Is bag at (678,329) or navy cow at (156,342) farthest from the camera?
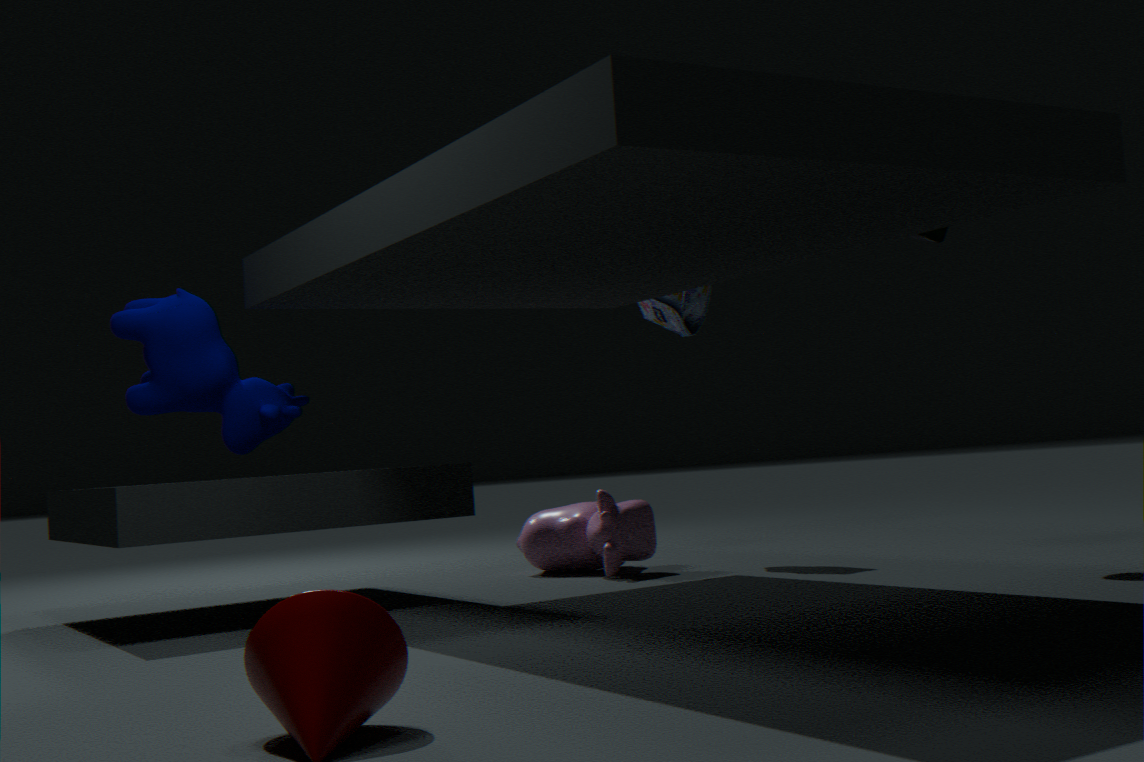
bag at (678,329)
